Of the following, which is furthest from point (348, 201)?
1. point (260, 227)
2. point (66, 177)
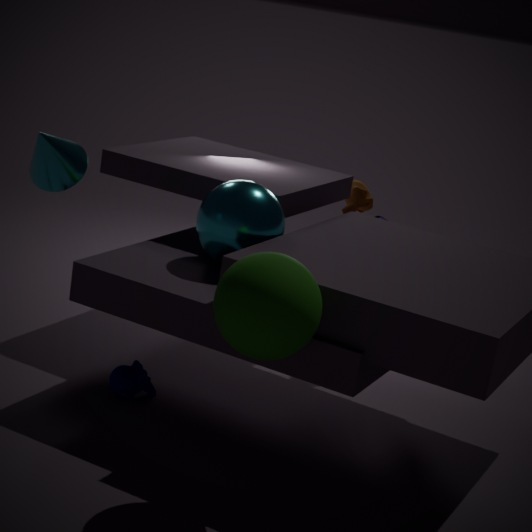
point (66, 177)
